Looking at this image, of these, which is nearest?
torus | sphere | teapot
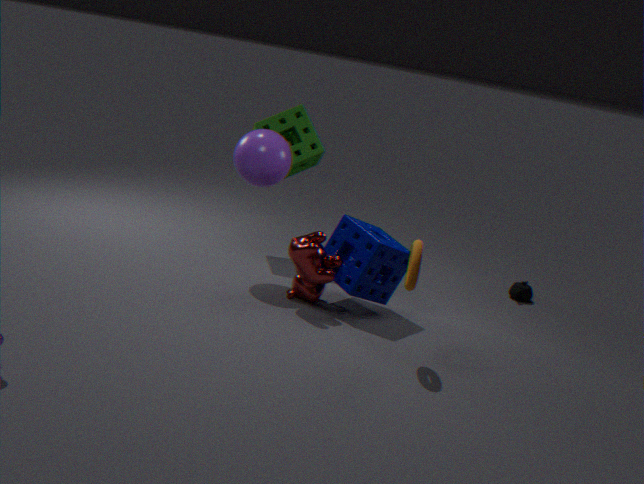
torus
